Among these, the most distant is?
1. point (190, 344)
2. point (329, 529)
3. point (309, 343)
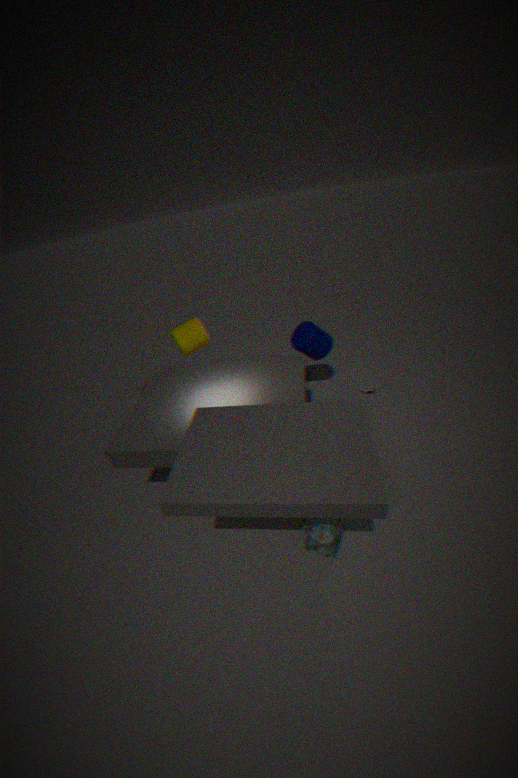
point (190, 344)
